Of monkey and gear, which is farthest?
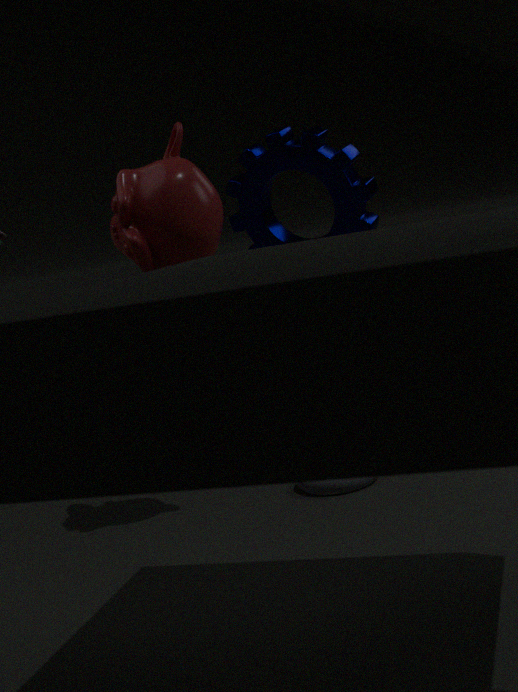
gear
